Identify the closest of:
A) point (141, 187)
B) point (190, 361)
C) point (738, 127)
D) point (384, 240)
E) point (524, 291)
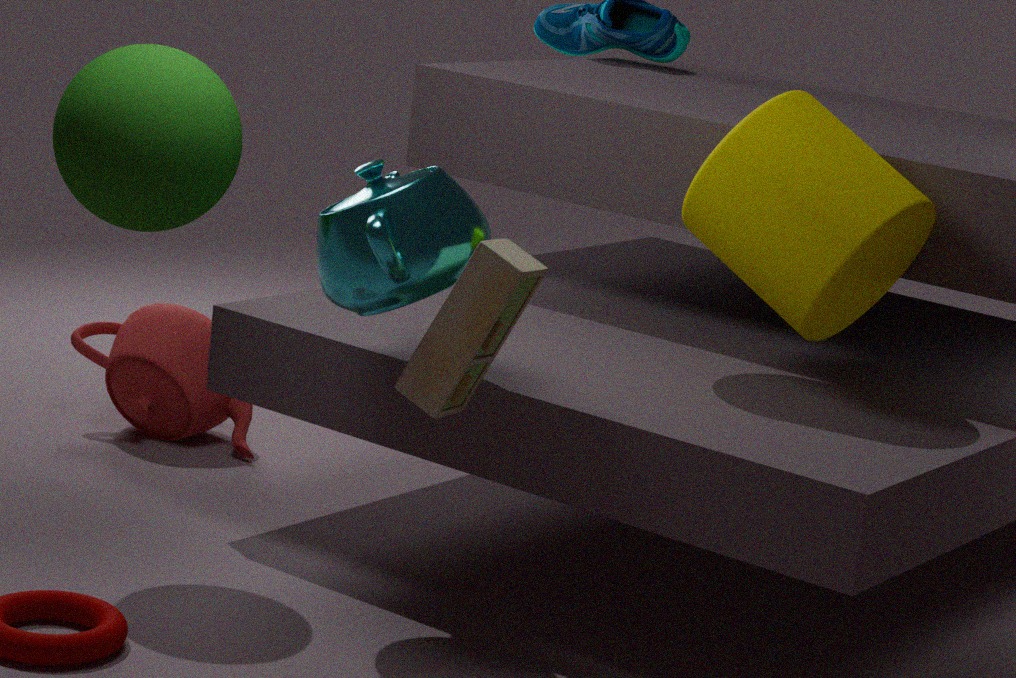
point (384, 240)
